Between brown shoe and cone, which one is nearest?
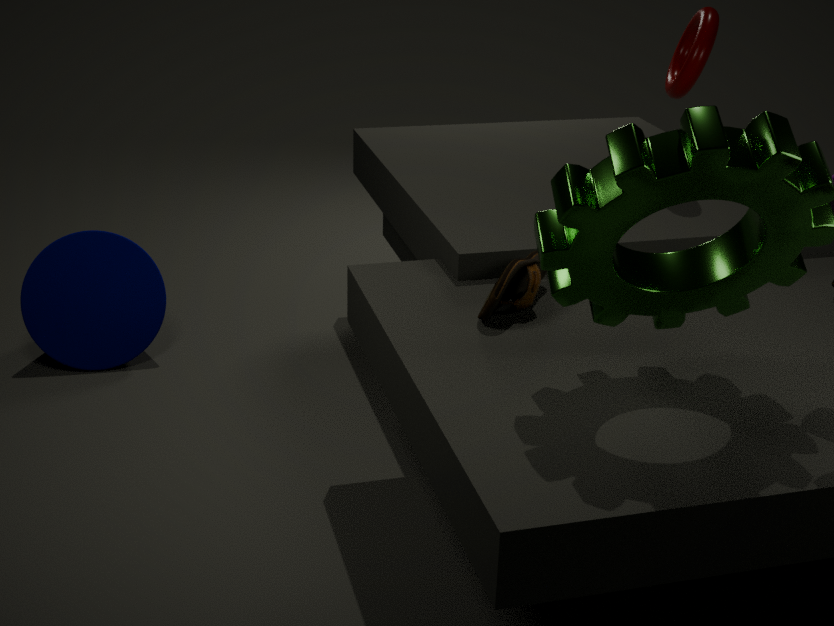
brown shoe
